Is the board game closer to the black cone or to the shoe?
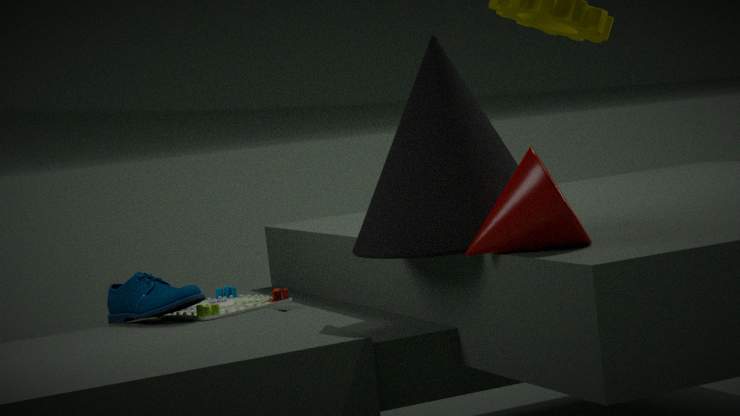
the shoe
